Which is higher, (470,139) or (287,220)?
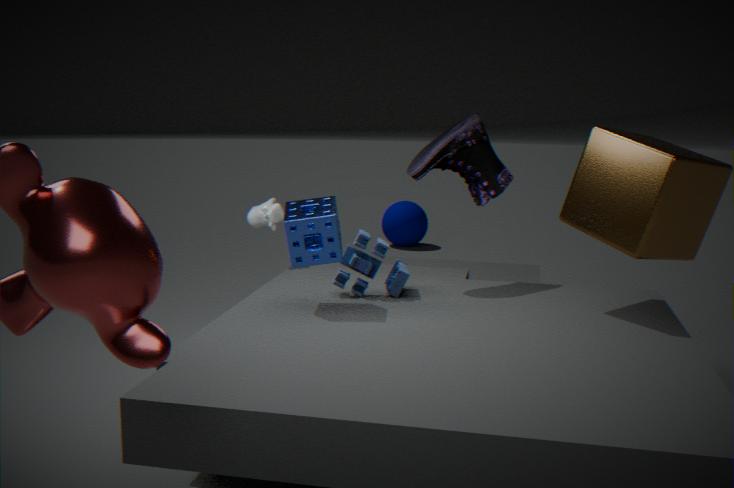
(470,139)
